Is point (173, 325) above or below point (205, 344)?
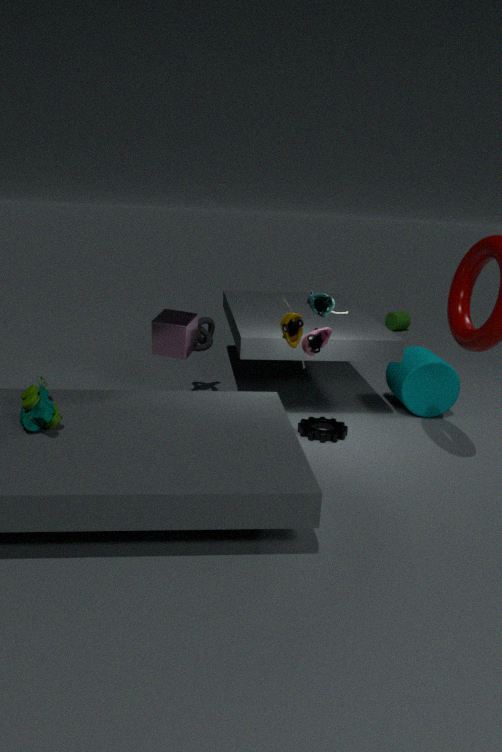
above
